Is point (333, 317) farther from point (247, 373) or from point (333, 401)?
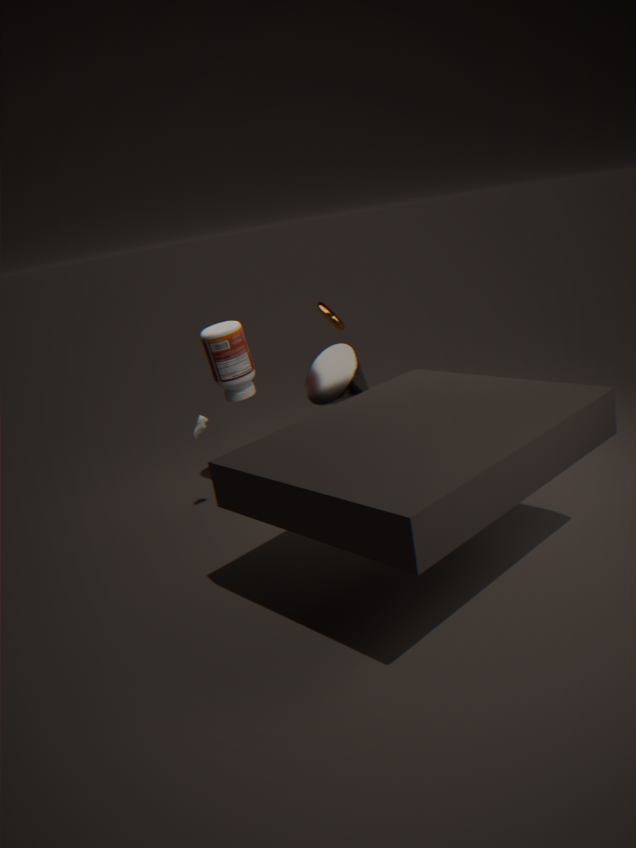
point (247, 373)
